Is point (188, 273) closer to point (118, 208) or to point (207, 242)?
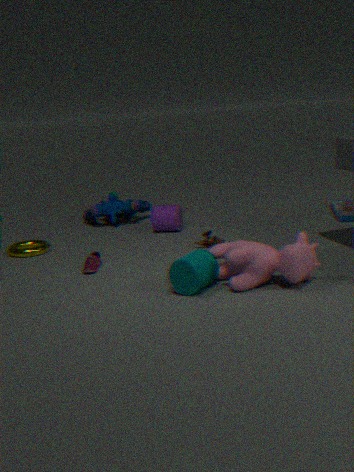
point (207, 242)
